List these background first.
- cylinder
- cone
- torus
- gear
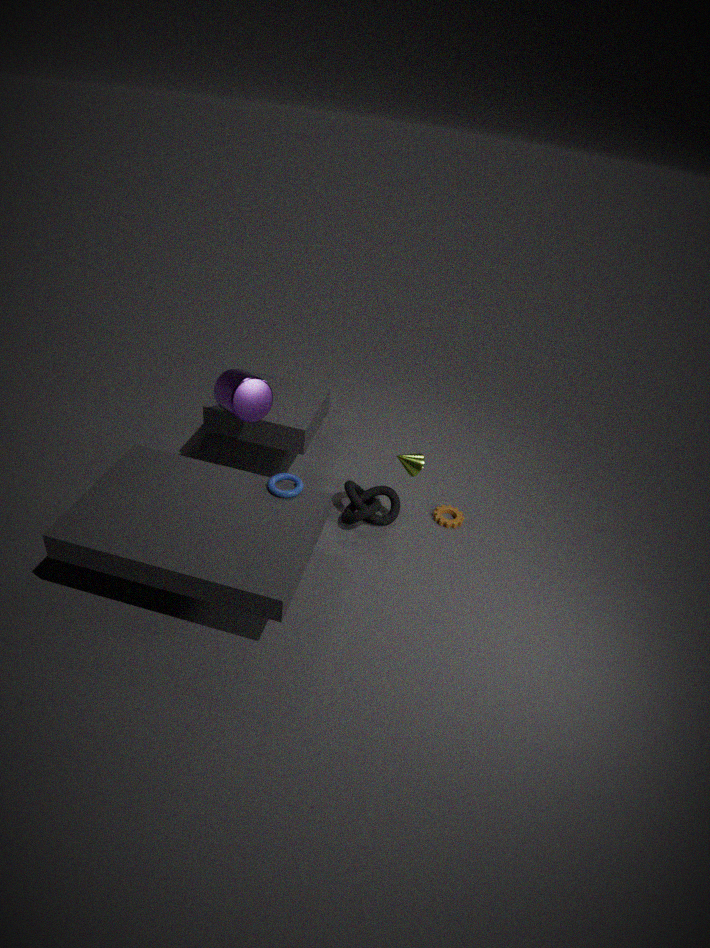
gear < cone < cylinder < torus
